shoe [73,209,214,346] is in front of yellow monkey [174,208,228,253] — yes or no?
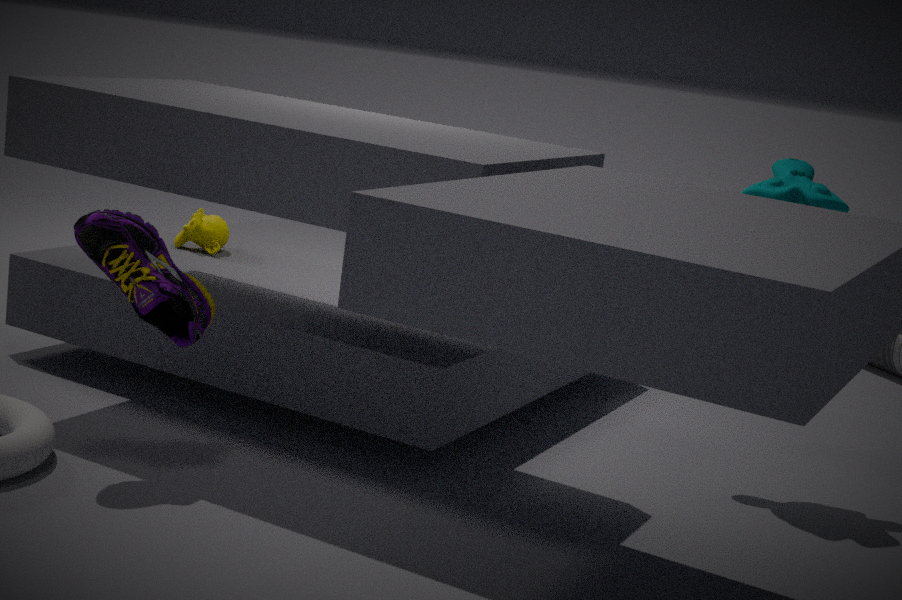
Yes
